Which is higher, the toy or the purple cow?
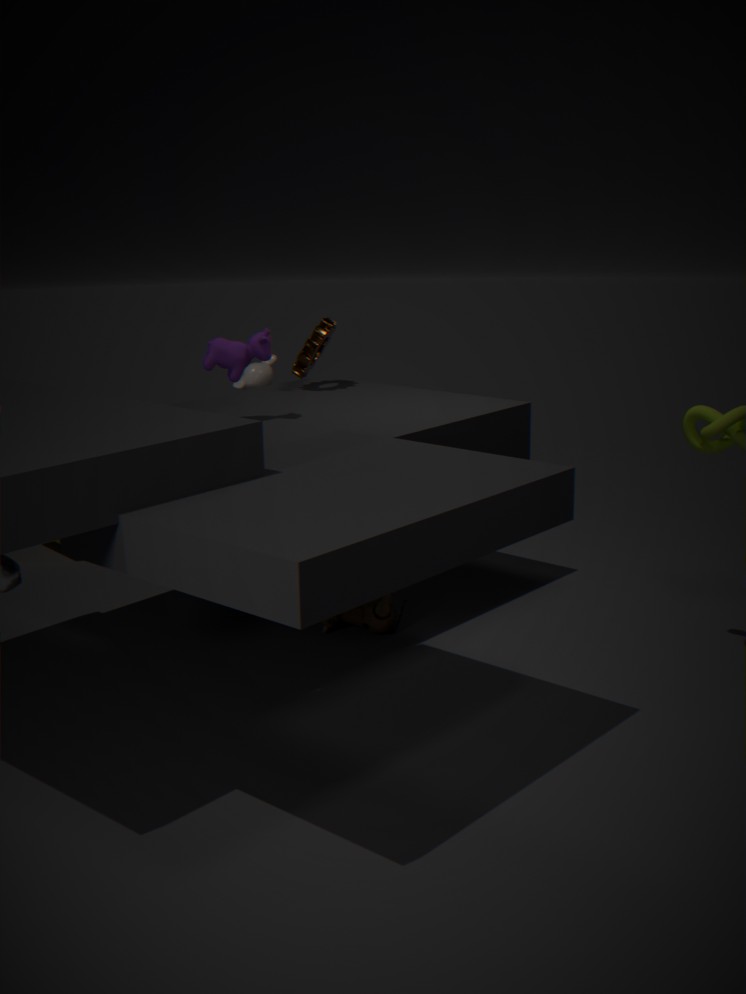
the purple cow
